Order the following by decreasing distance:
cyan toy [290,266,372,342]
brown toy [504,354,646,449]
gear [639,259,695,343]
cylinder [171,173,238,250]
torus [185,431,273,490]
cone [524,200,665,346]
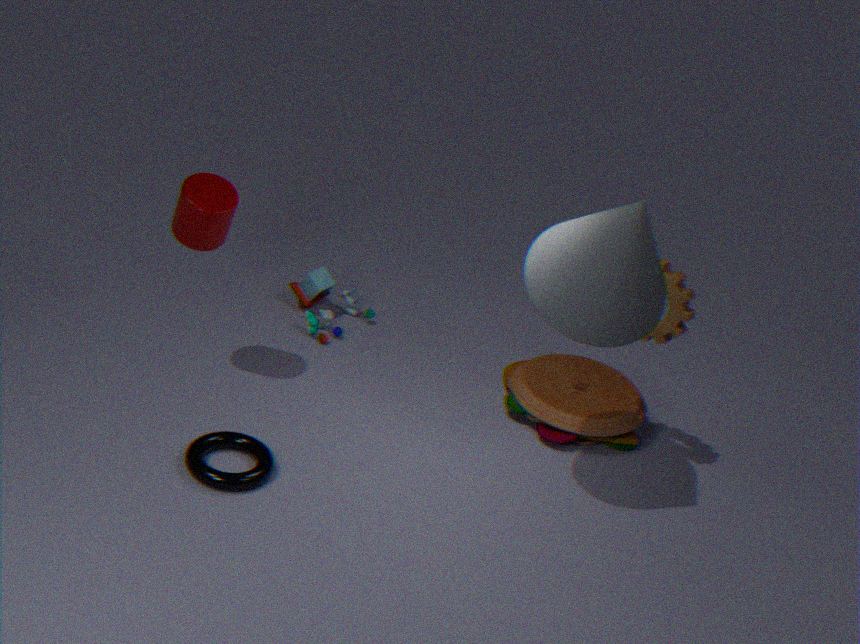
cyan toy [290,266,372,342] → brown toy [504,354,646,449] → gear [639,259,695,343] → cylinder [171,173,238,250] → torus [185,431,273,490] → cone [524,200,665,346]
